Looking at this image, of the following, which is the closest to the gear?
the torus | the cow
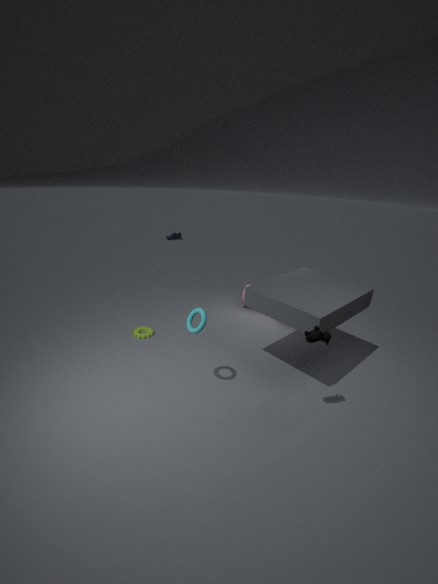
the torus
